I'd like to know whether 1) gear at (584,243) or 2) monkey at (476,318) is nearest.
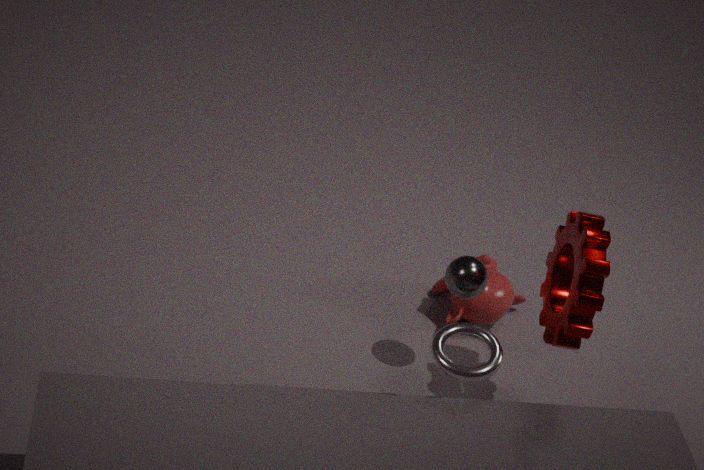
1. gear at (584,243)
